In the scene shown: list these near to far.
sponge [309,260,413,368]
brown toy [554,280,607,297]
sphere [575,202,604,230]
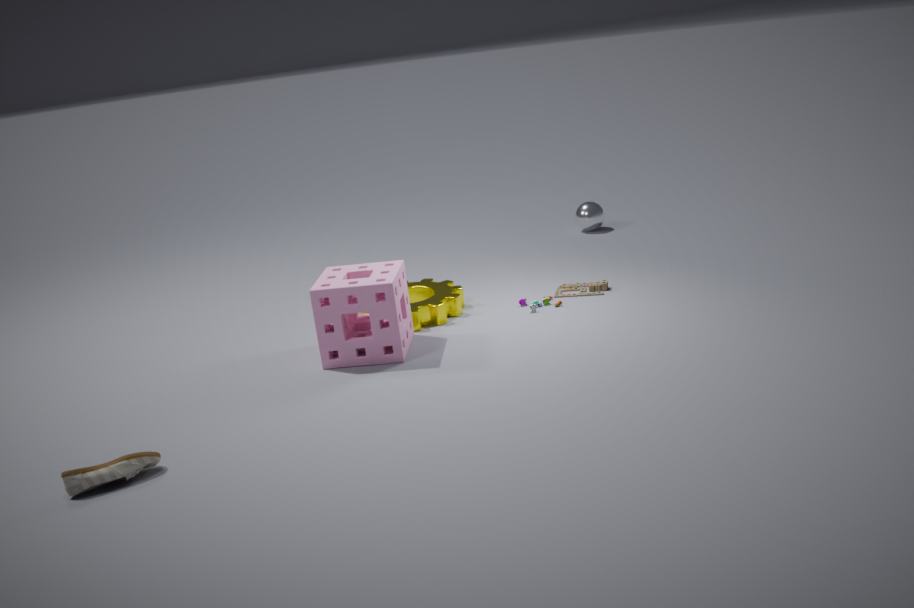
sponge [309,260,413,368]
brown toy [554,280,607,297]
sphere [575,202,604,230]
